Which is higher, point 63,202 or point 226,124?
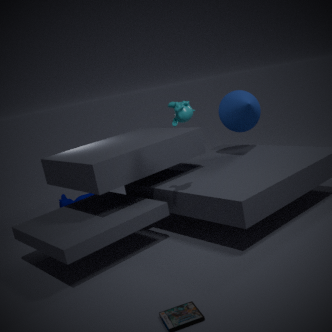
point 226,124
